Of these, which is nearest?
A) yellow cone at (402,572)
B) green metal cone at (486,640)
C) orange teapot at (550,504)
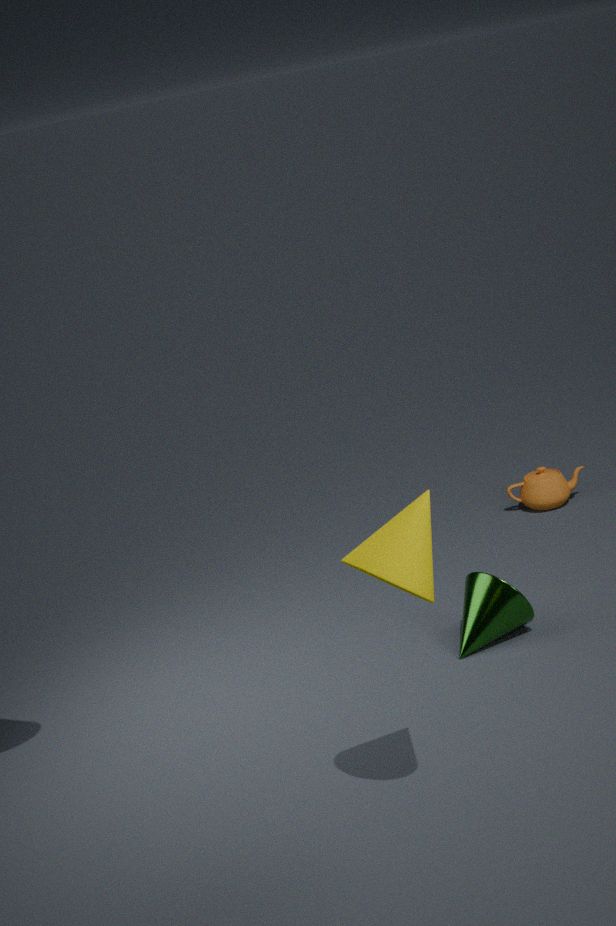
yellow cone at (402,572)
